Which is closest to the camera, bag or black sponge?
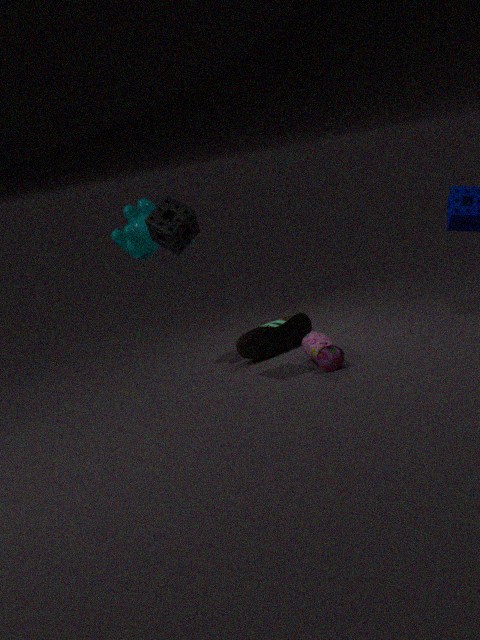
black sponge
